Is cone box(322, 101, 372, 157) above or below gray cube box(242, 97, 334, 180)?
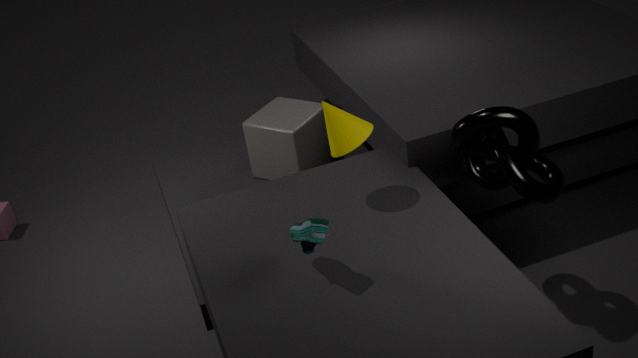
above
